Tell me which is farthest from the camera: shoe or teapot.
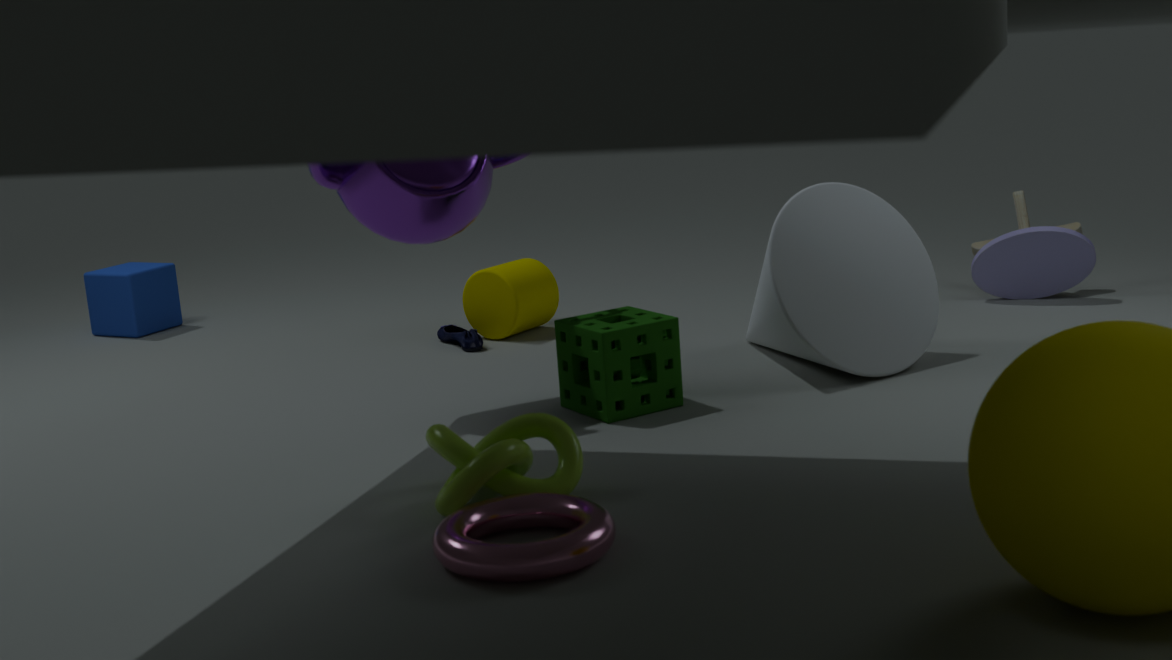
shoe
